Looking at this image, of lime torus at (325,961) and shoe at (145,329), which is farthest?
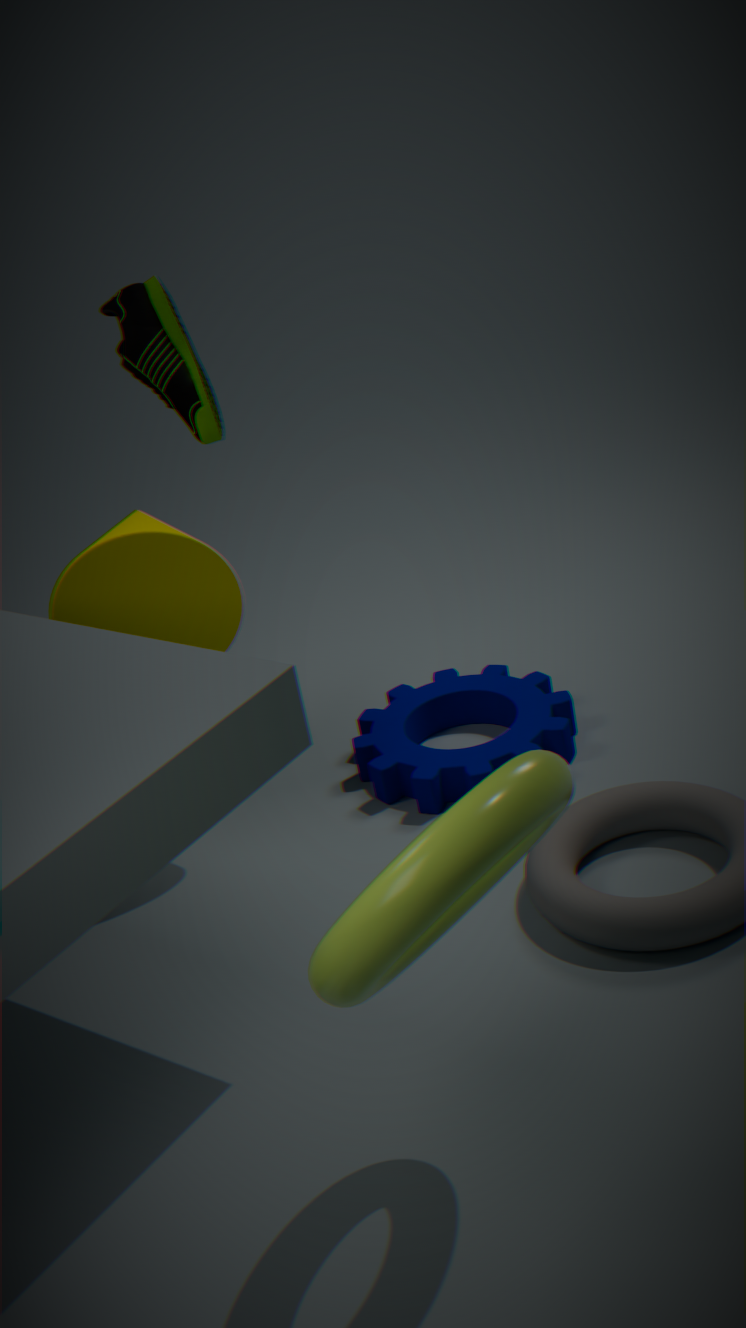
shoe at (145,329)
